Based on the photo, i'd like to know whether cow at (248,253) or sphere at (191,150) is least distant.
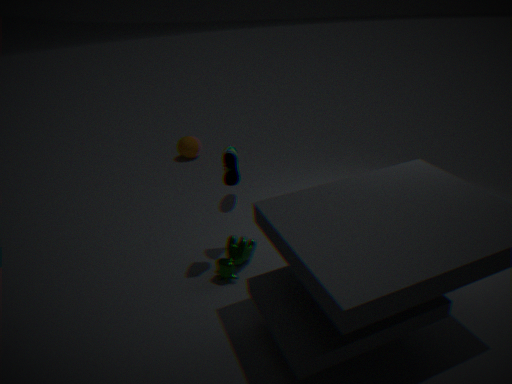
cow at (248,253)
